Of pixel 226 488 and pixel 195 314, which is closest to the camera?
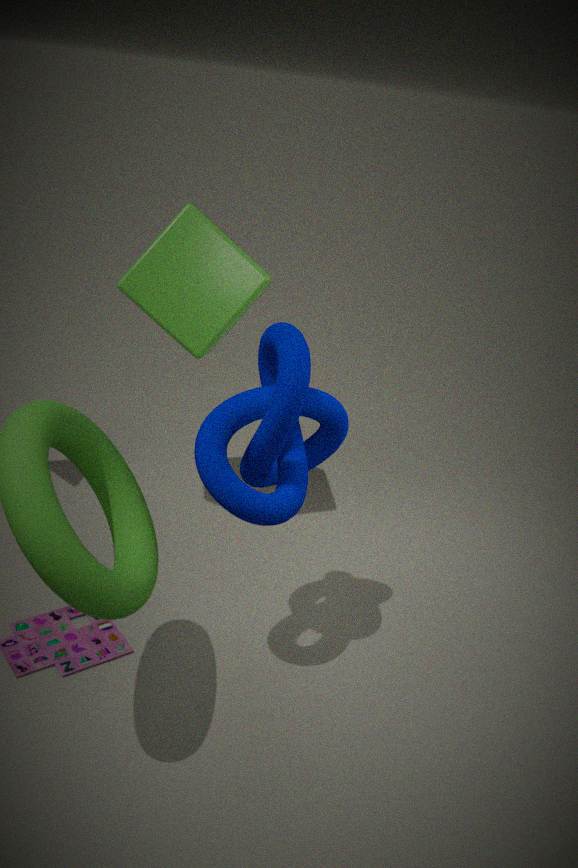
pixel 226 488
